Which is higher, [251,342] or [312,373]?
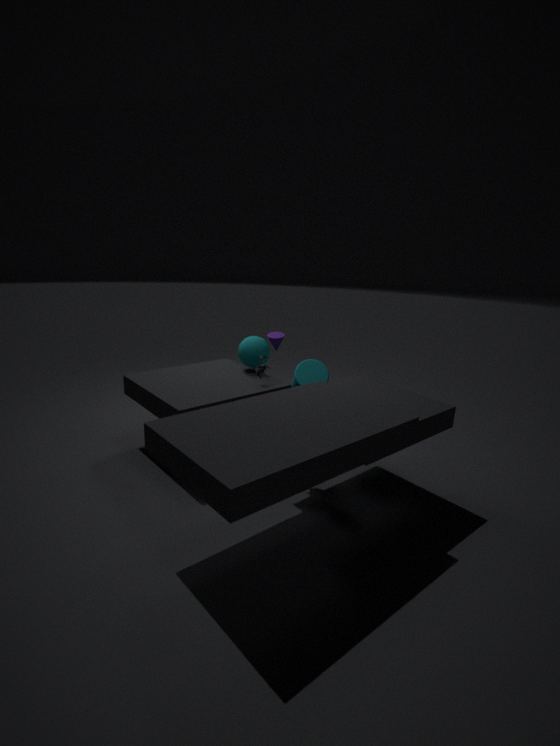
[251,342]
